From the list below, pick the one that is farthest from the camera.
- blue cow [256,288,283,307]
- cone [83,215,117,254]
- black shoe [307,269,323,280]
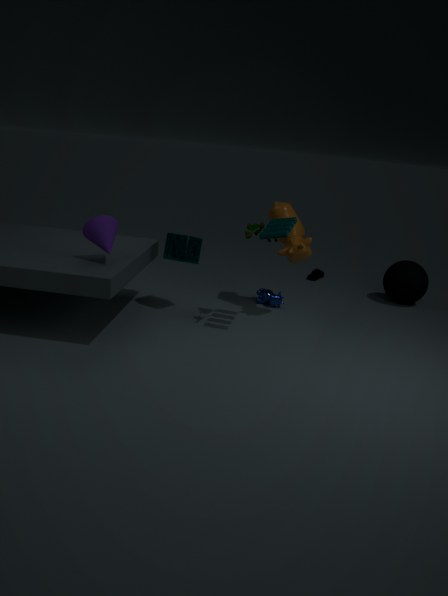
black shoe [307,269,323,280]
